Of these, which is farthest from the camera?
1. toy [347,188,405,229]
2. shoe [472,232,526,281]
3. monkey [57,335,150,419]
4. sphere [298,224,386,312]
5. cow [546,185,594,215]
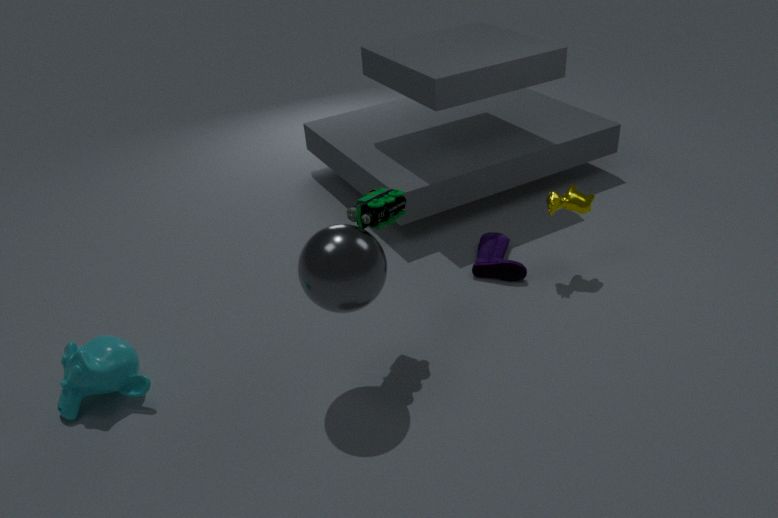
shoe [472,232,526,281]
